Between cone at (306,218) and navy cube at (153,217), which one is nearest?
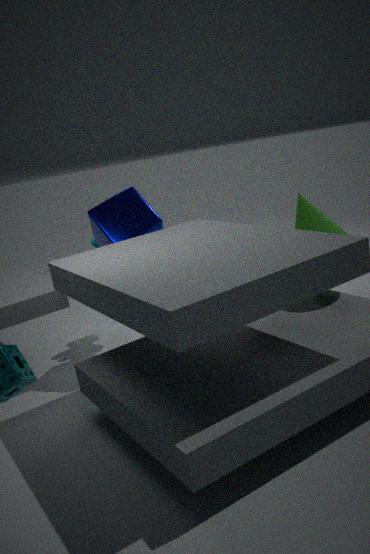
cone at (306,218)
